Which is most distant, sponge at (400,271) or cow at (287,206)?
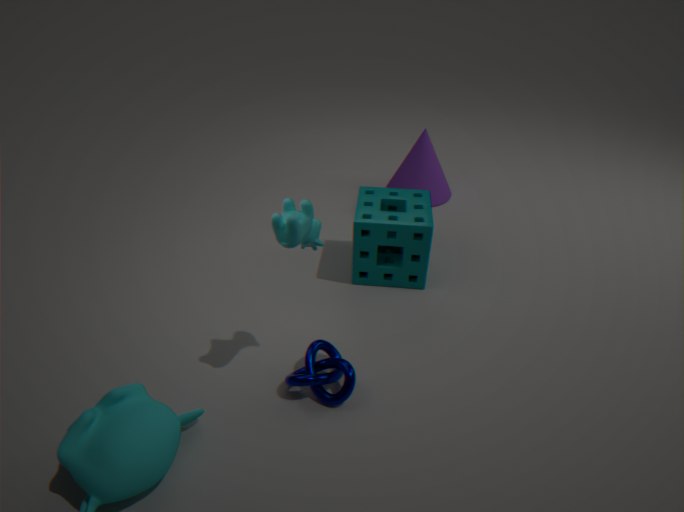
sponge at (400,271)
